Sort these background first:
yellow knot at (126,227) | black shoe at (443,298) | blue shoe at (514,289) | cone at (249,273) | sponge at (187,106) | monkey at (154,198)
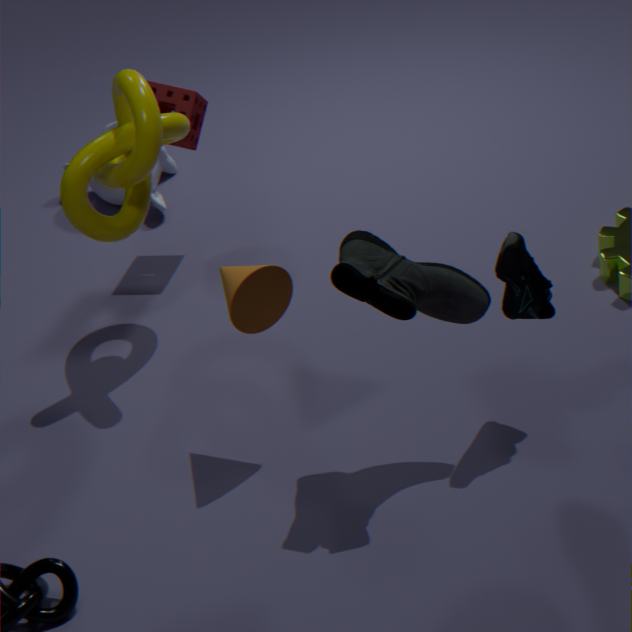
1. monkey at (154,198)
2. sponge at (187,106)
3. yellow knot at (126,227)
4. cone at (249,273)
5. blue shoe at (514,289)
6. black shoe at (443,298)
